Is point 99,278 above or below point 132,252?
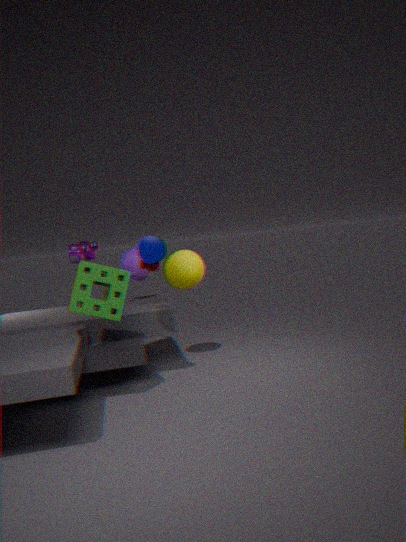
below
